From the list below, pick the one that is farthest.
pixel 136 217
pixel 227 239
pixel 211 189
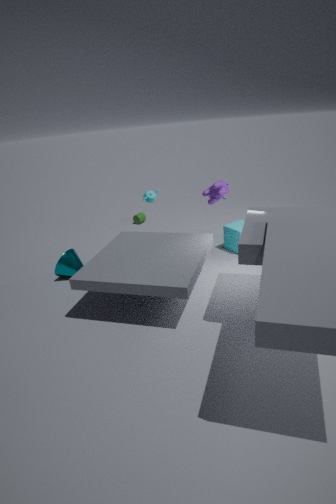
pixel 136 217
